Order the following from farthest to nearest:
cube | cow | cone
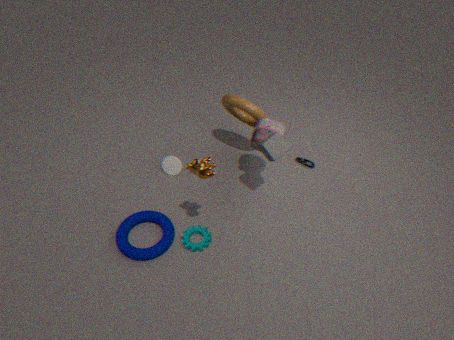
cone
cube
cow
